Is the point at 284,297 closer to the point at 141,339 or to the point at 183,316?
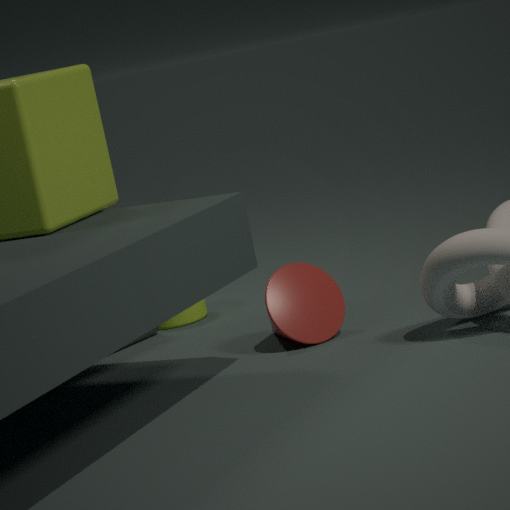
the point at 183,316
